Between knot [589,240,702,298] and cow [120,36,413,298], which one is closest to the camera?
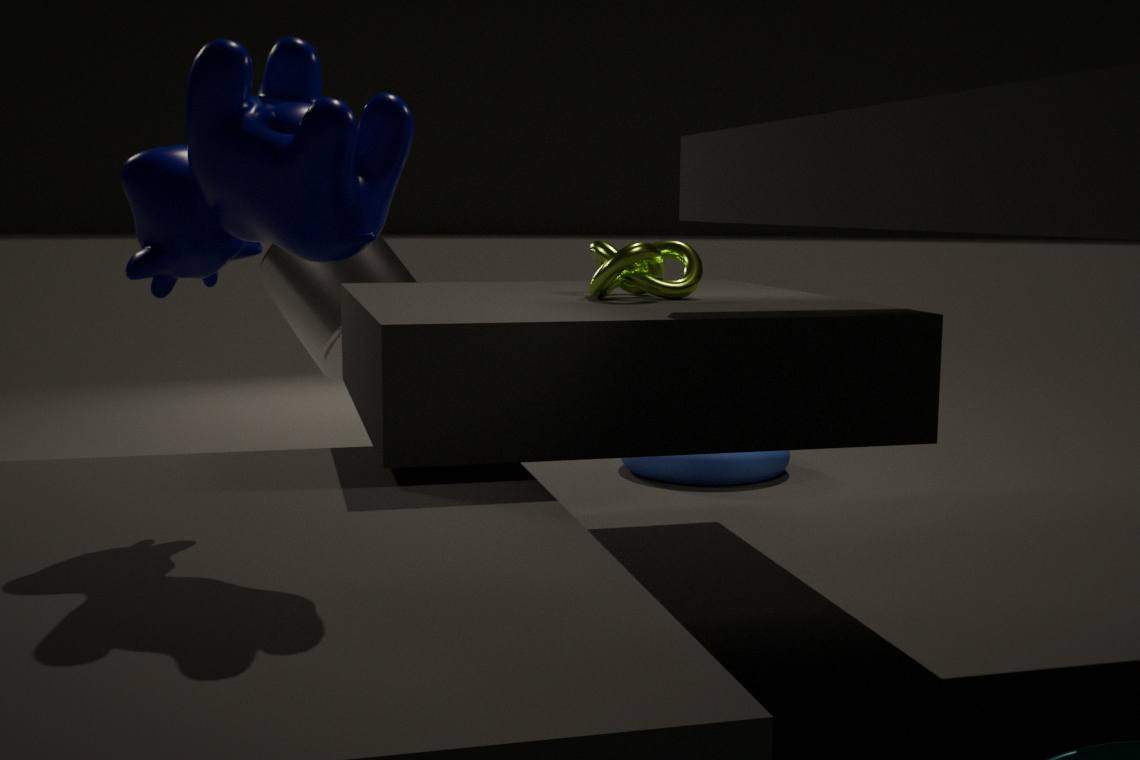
cow [120,36,413,298]
